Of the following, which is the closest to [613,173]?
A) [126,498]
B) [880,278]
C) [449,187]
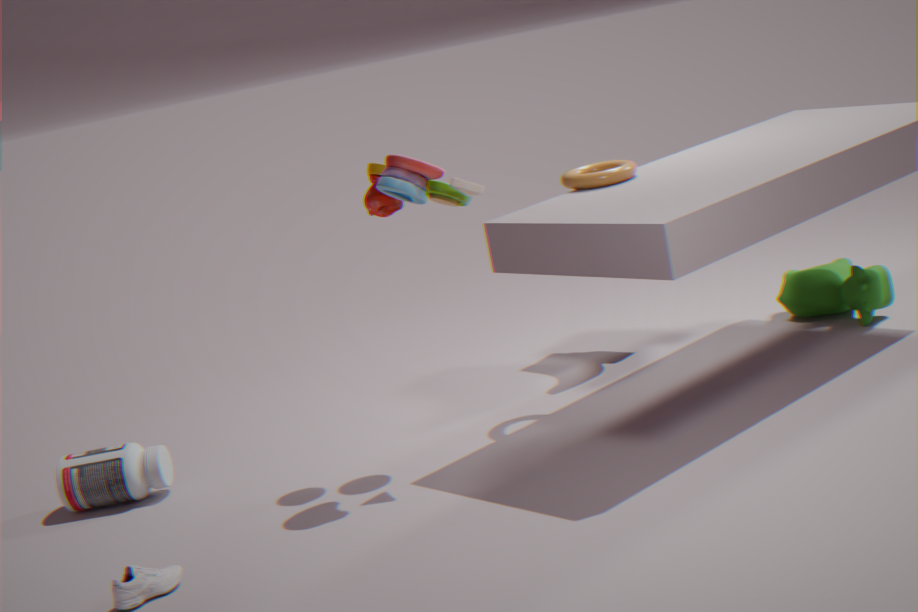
[449,187]
